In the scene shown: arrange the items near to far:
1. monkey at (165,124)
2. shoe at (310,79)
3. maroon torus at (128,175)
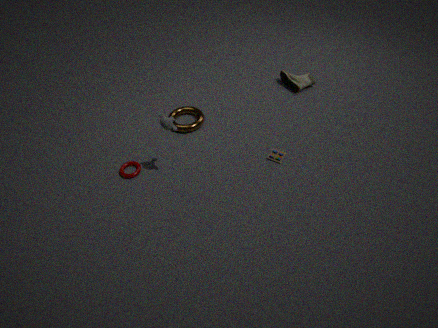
monkey at (165,124) → maroon torus at (128,175) → shoe at (310,79)
